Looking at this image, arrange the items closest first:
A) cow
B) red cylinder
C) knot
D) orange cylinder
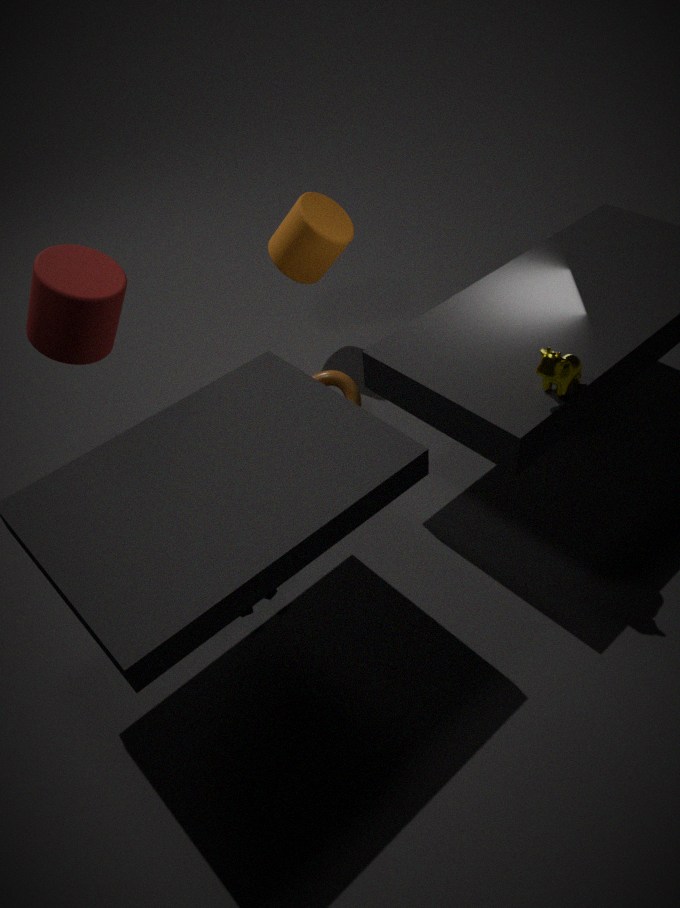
cow
red cylinder
knot
orange cylinder
